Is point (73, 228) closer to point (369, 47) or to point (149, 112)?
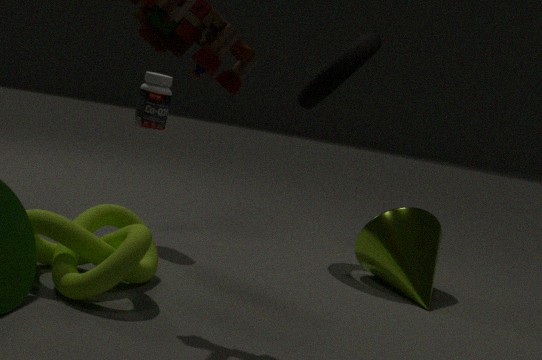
point (149, 112)
